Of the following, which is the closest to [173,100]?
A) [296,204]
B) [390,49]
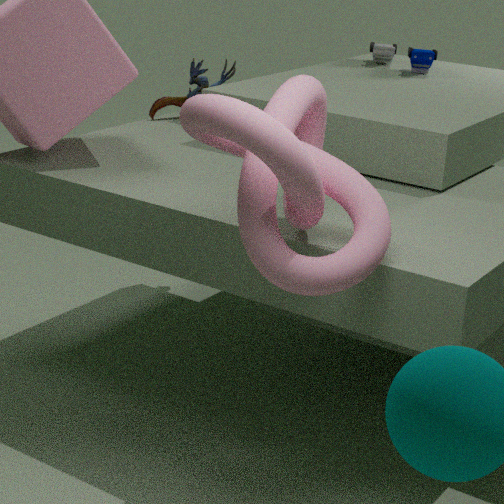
[390,49]
